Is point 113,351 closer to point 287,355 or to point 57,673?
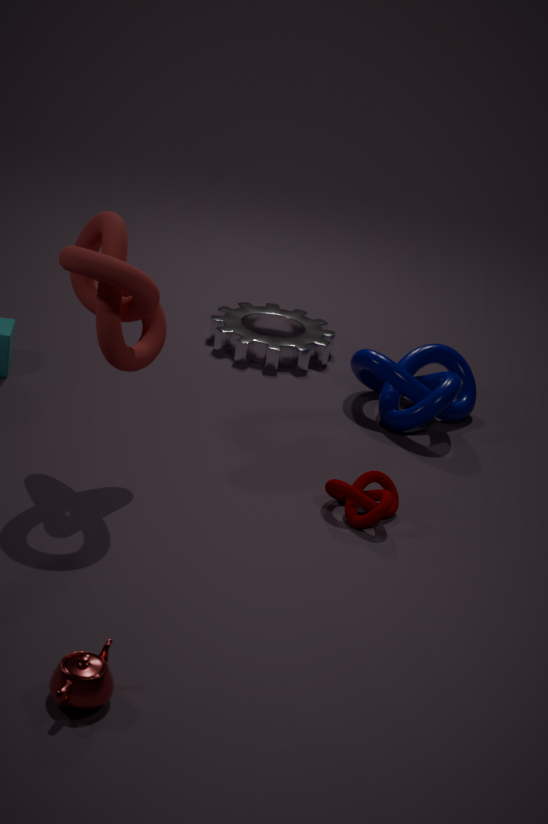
point 57,673
